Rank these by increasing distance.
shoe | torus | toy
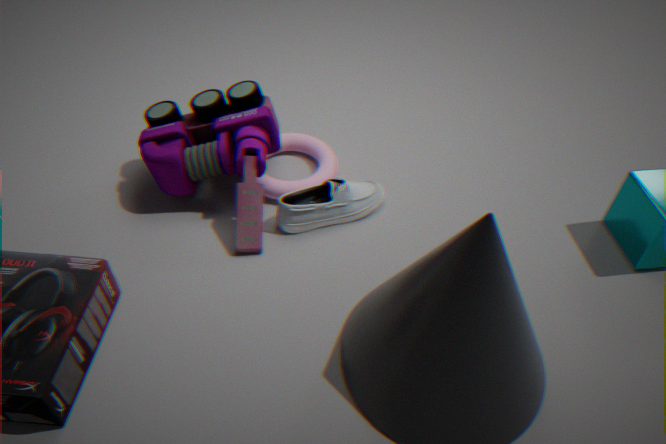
toy < shoe < torus
